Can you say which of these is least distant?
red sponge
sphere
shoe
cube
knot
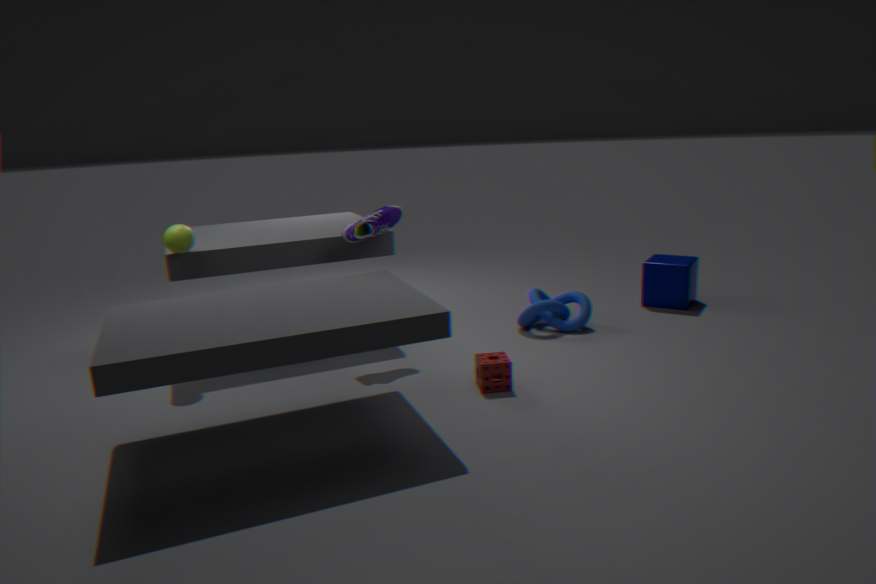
red sponge
